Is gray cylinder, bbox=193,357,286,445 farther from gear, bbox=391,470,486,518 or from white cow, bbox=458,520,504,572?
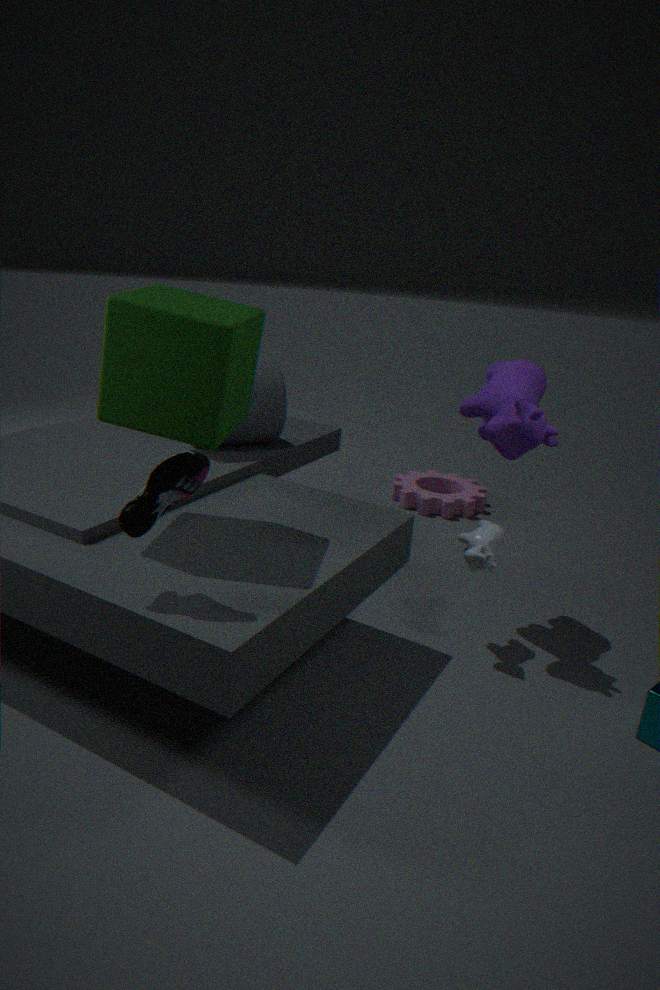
gear, bbox=391,470,486,518
